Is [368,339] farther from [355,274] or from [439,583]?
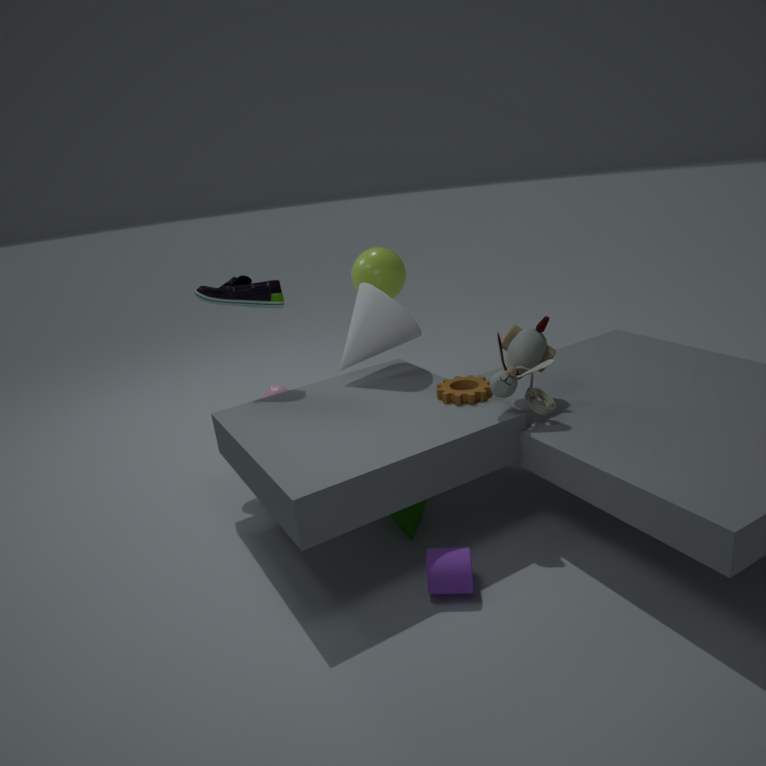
[439,583]
